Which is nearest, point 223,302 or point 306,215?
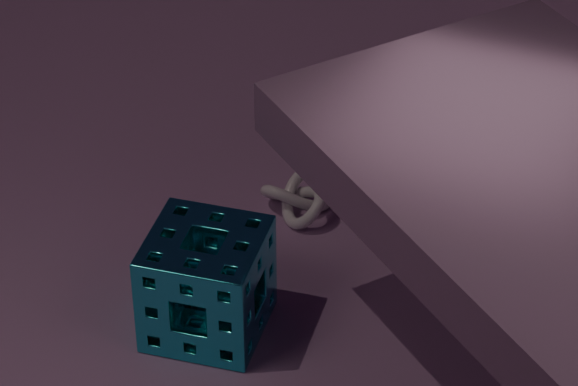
point 223,302
